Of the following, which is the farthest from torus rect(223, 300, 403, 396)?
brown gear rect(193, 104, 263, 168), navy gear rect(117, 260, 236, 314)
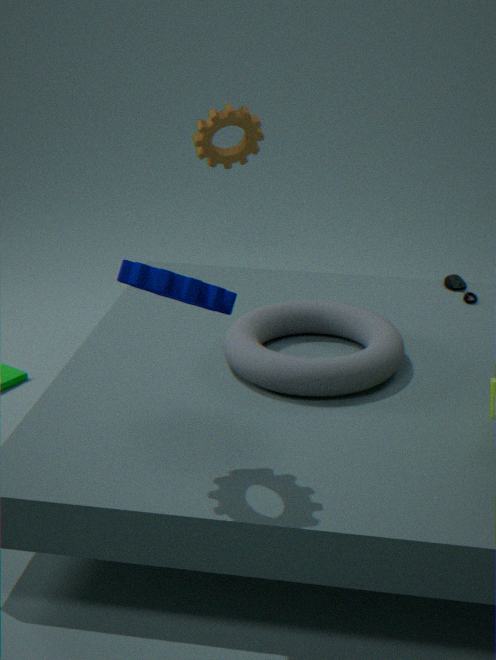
brown gear rect(193, 104, 263, 168)
